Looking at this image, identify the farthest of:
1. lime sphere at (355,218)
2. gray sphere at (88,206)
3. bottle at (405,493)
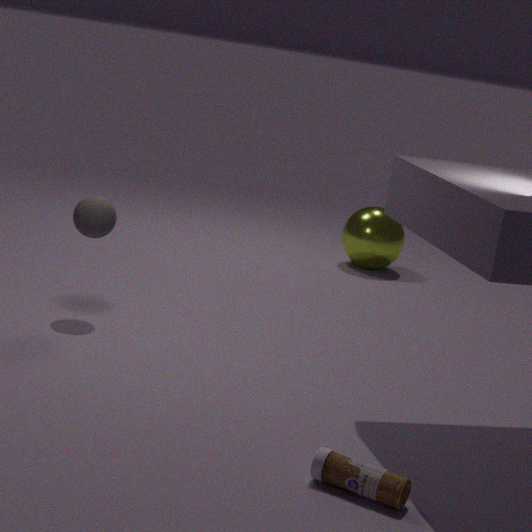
lime sphere at (355,218)
